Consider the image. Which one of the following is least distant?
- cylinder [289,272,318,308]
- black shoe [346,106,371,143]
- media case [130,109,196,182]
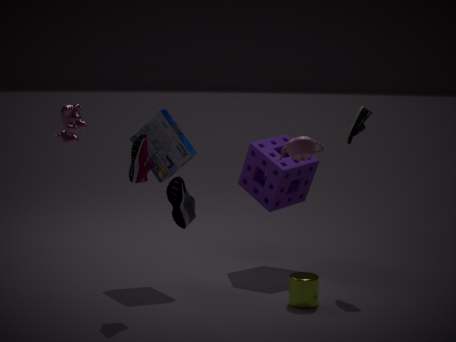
cylinder [289,272,318,308]
